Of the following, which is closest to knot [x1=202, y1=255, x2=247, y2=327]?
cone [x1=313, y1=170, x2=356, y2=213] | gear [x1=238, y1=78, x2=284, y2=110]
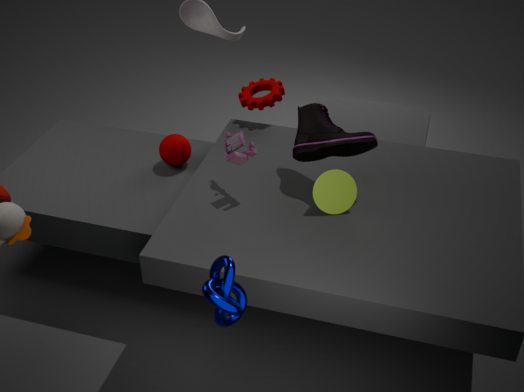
cone [x1=313, y1=170, x2=356, y2=213]
